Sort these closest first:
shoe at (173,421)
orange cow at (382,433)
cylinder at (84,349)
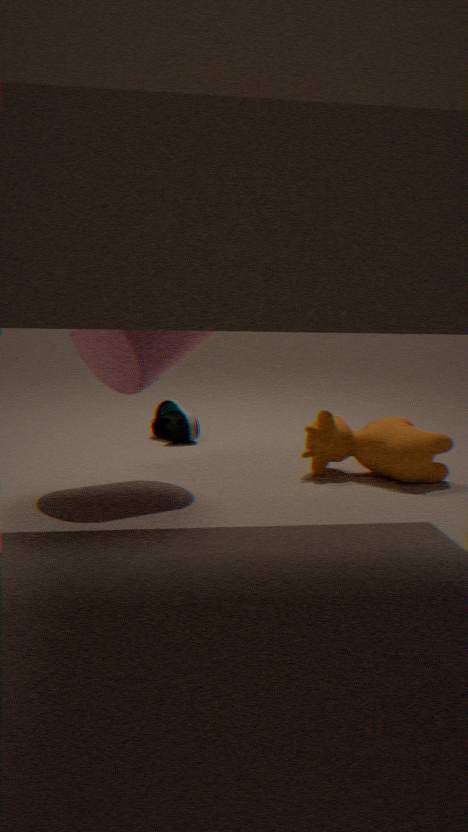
cylinder at (84,349) < orange cow at (382,433) < shoe at (173,421)
